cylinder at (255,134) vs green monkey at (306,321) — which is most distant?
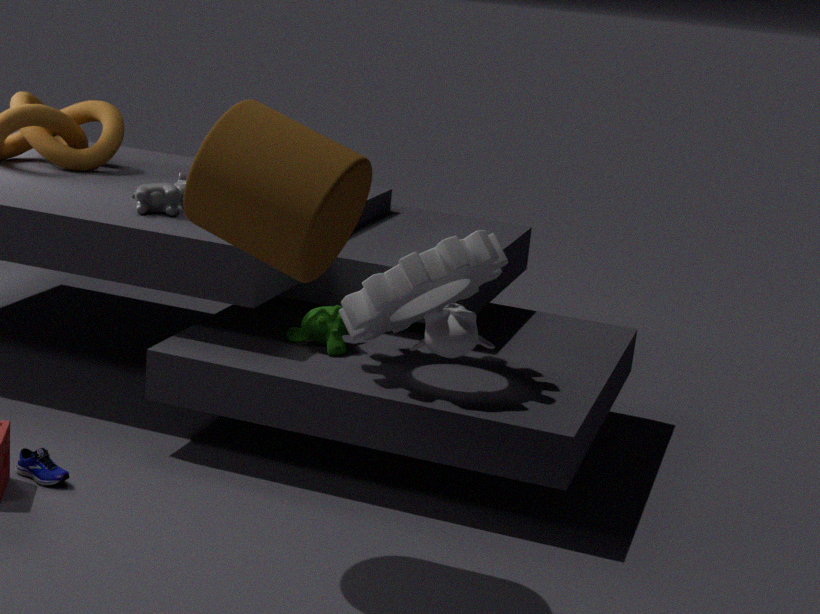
green monkey at (306,321)
